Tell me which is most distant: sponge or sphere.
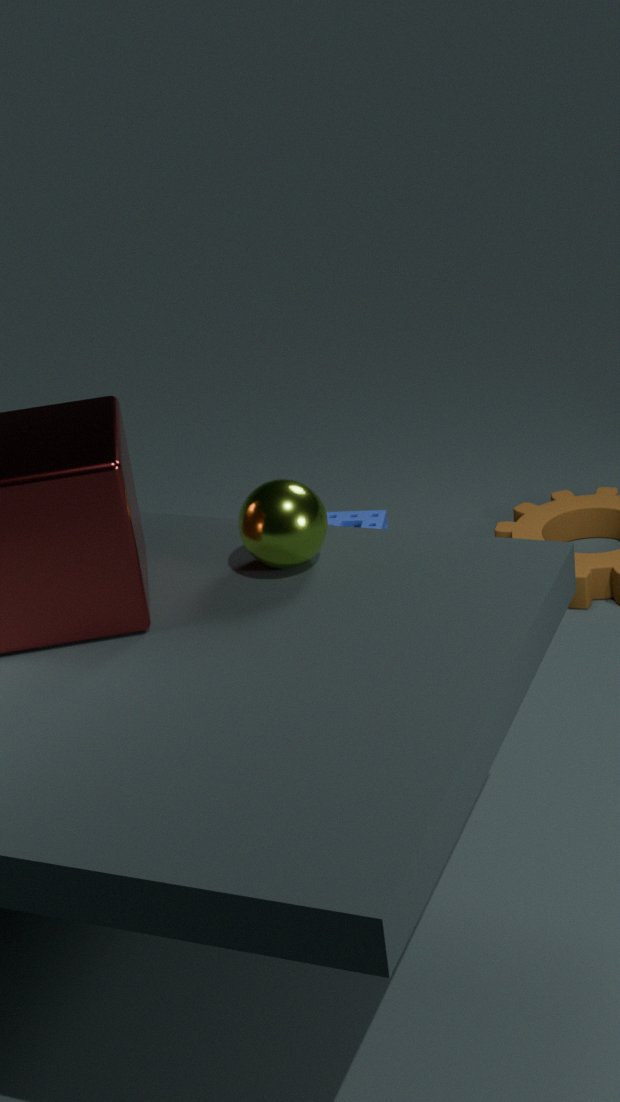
sponge
